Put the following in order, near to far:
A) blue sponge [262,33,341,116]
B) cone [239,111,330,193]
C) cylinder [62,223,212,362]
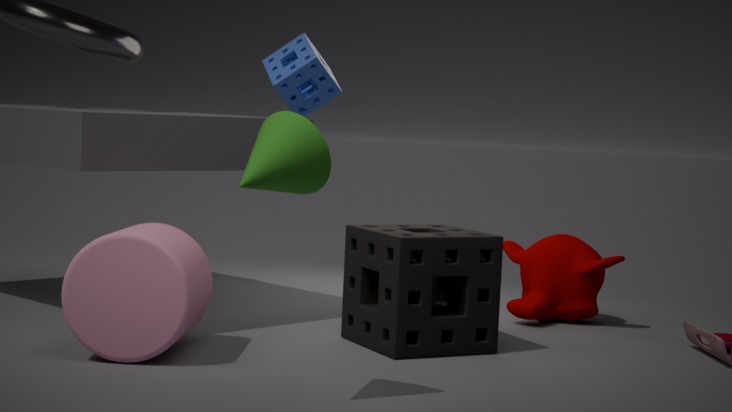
cone [239,111,330,193]
cylinder [62,223,212,362]
blue sponge [262,33,341,116]
